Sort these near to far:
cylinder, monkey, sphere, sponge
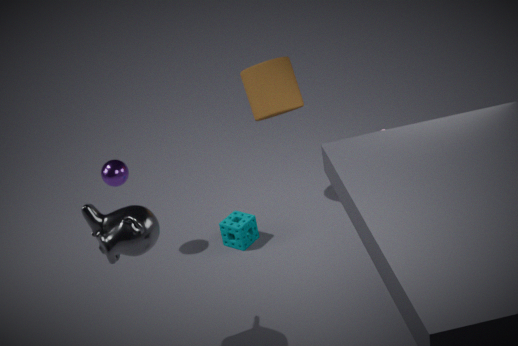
monkey < sphere < sponge < cylinder
